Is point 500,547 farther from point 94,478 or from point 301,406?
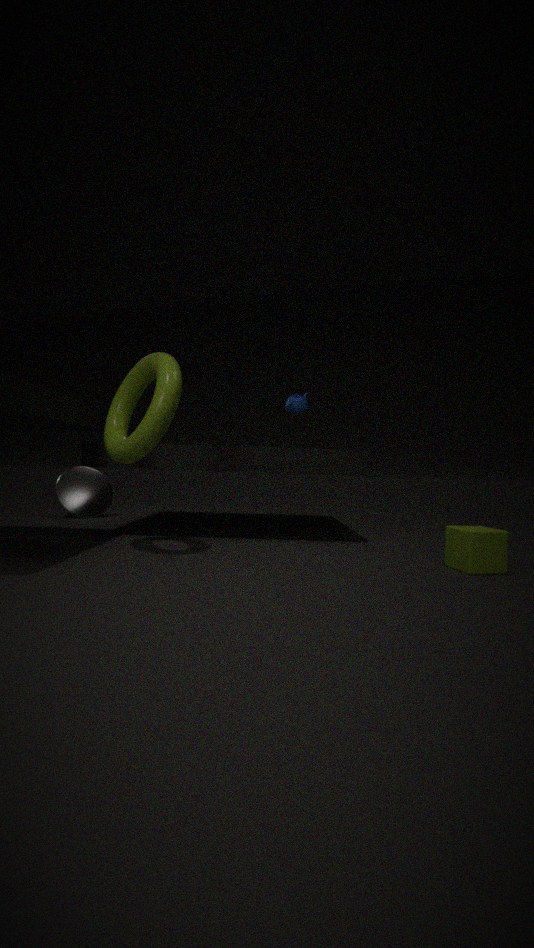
point 94,478
